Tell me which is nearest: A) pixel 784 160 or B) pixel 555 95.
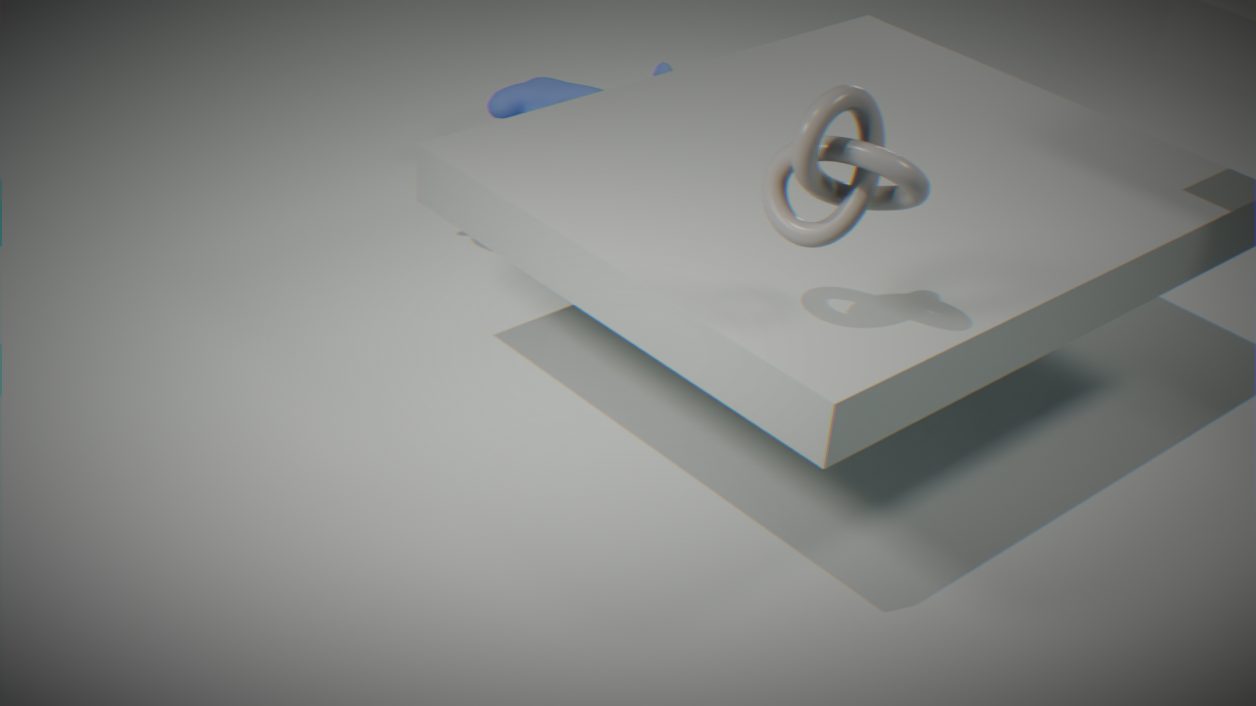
A. pixel 784 160
